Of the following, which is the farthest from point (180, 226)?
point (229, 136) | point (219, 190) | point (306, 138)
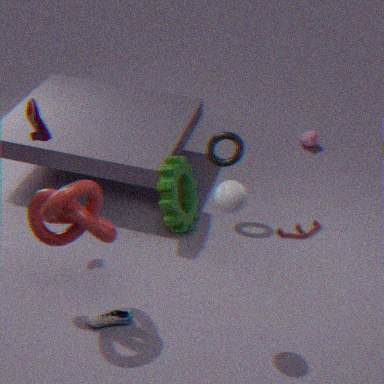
point (306, 138)
